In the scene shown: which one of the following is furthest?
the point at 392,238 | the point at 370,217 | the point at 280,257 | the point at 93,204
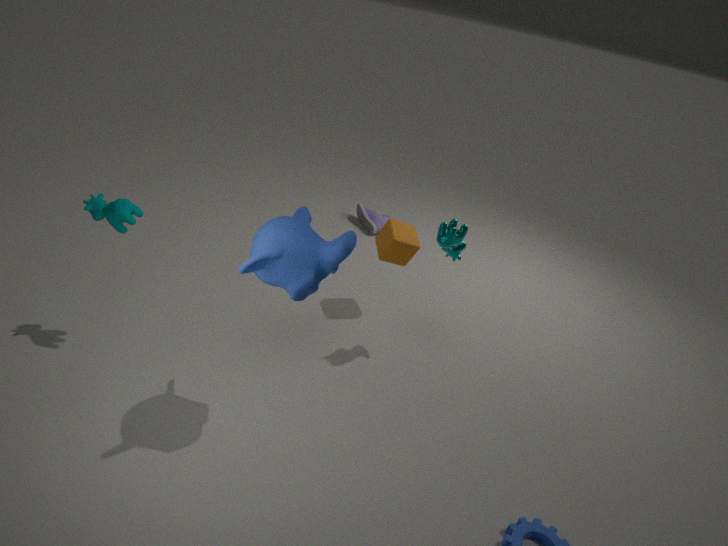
the point at 370,217
